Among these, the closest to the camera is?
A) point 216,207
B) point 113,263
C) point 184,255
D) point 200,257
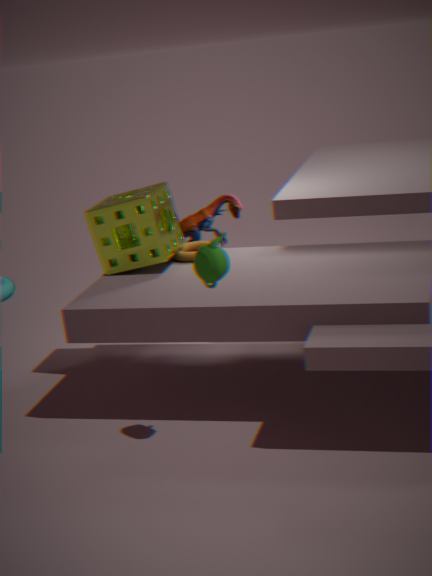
point 200,257
